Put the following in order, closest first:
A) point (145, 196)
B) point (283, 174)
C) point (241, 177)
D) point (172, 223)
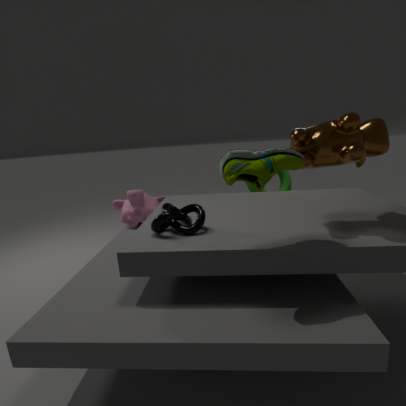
point (241, 177)
point (172, 223)
point (145, 196)
point (283, 174)
